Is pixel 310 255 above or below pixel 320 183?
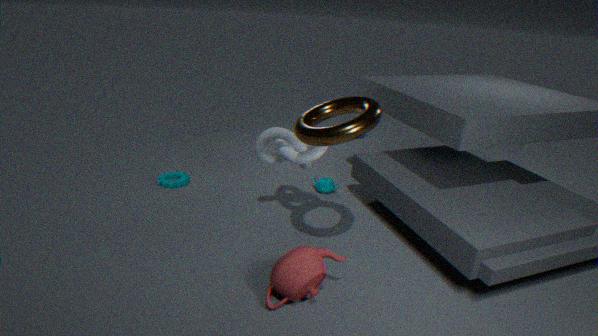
above
